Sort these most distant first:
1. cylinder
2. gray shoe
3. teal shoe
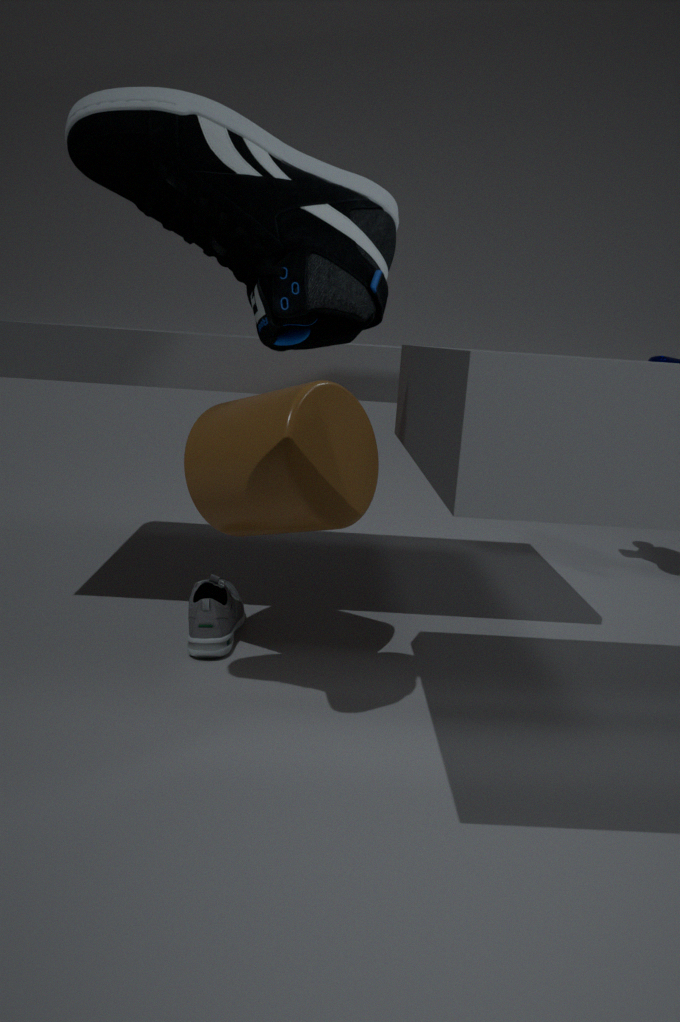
gray shoe, cylinder, teal shoe
